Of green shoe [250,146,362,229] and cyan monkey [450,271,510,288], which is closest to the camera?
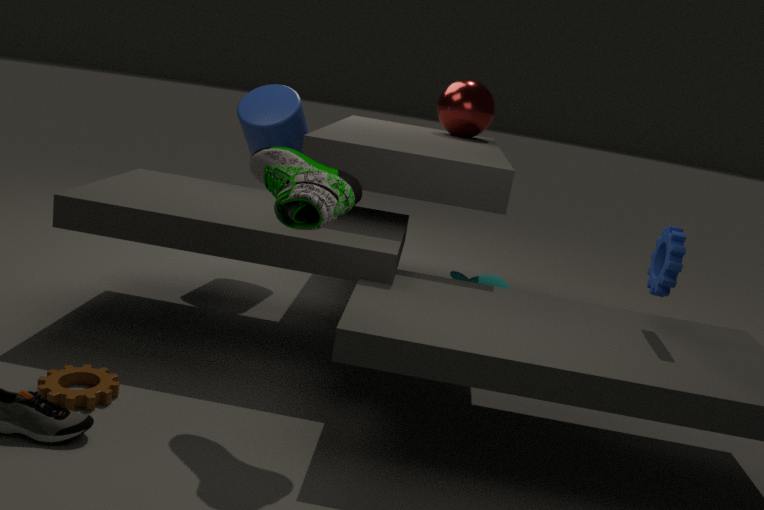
green shoe [250,146,362,229]
